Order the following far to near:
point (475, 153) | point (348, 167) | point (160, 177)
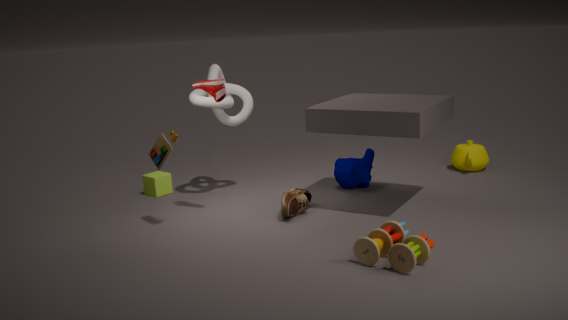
1. point (475, 153)
2. point (160, 177)
3. point (348, 167)
